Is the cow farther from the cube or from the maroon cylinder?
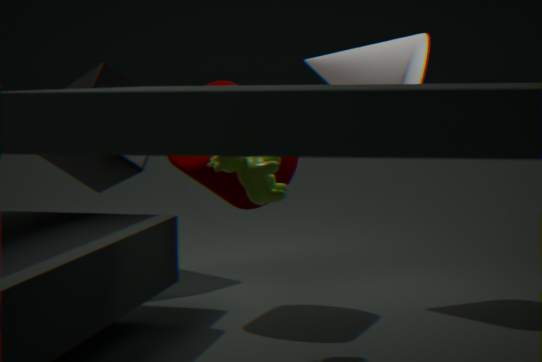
the cube
